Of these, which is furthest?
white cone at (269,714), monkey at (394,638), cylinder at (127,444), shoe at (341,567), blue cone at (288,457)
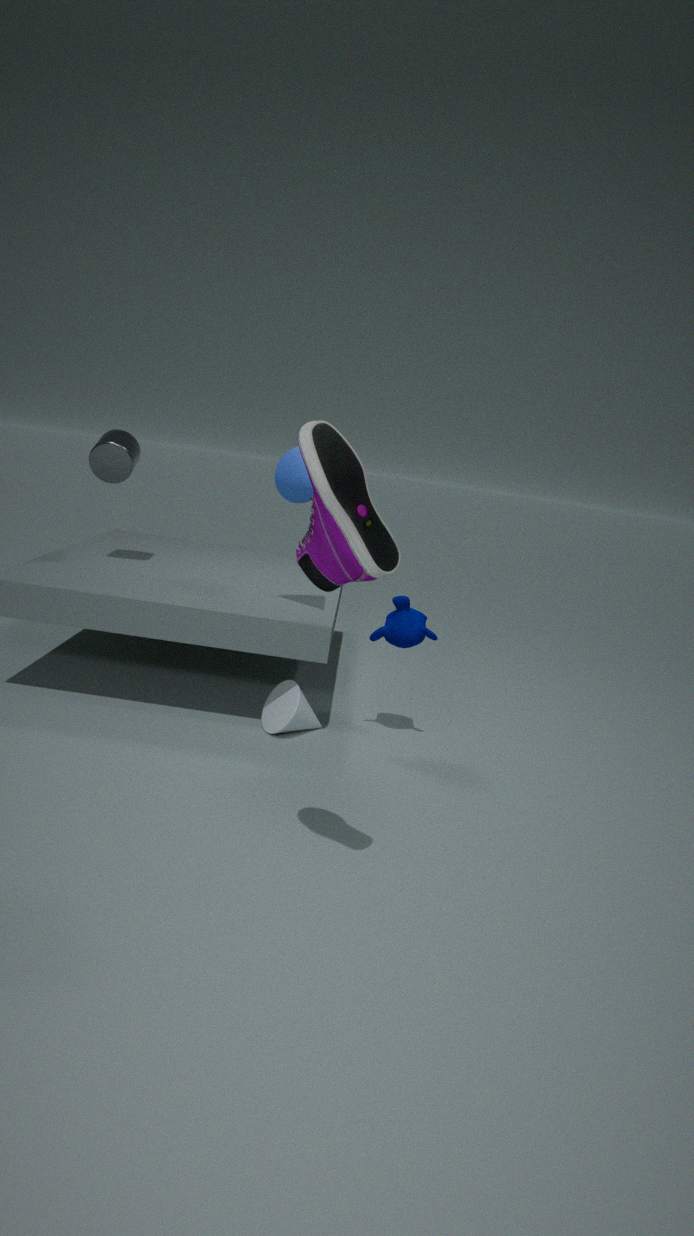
cylinder at (127,444)
